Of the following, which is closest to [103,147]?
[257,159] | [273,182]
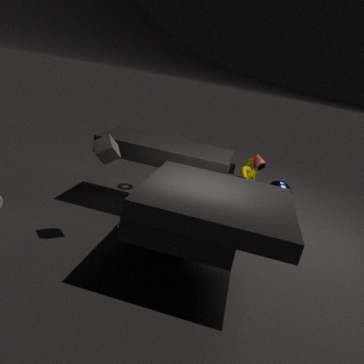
[257,159]
